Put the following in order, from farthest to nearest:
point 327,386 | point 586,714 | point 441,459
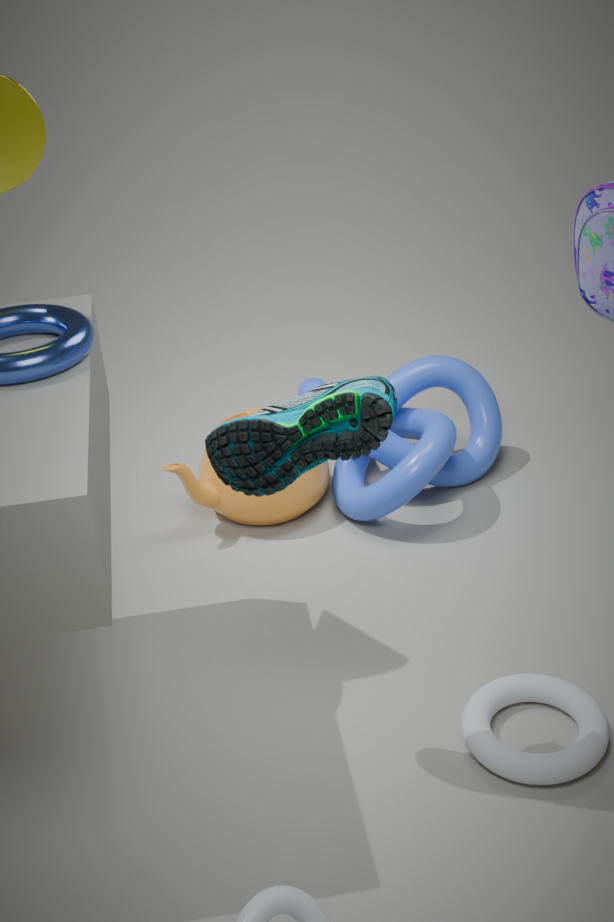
1. point 441,459
2. point 586,714
3. point 327,386
